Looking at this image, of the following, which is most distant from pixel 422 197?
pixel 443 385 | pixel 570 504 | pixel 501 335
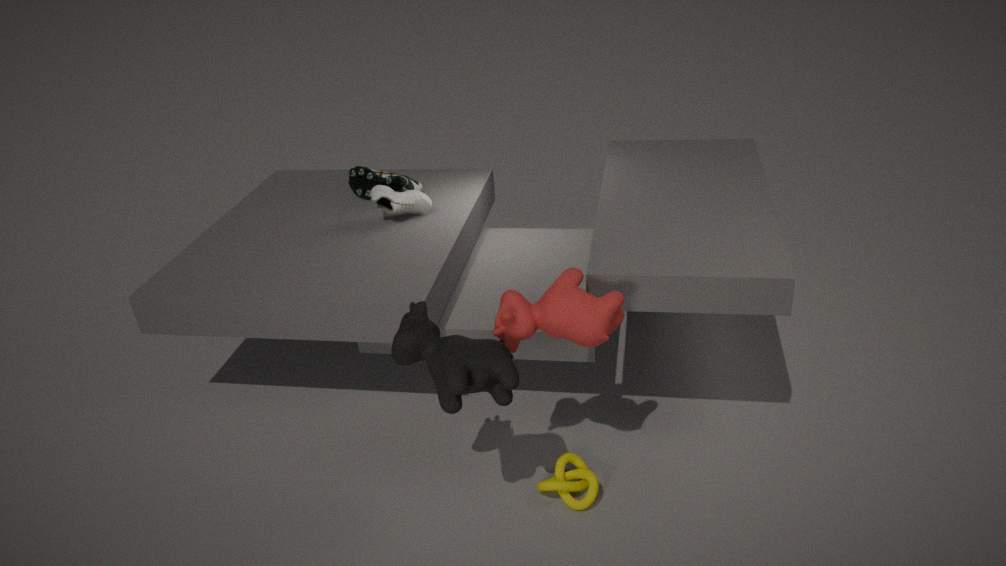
pixel 570 504
